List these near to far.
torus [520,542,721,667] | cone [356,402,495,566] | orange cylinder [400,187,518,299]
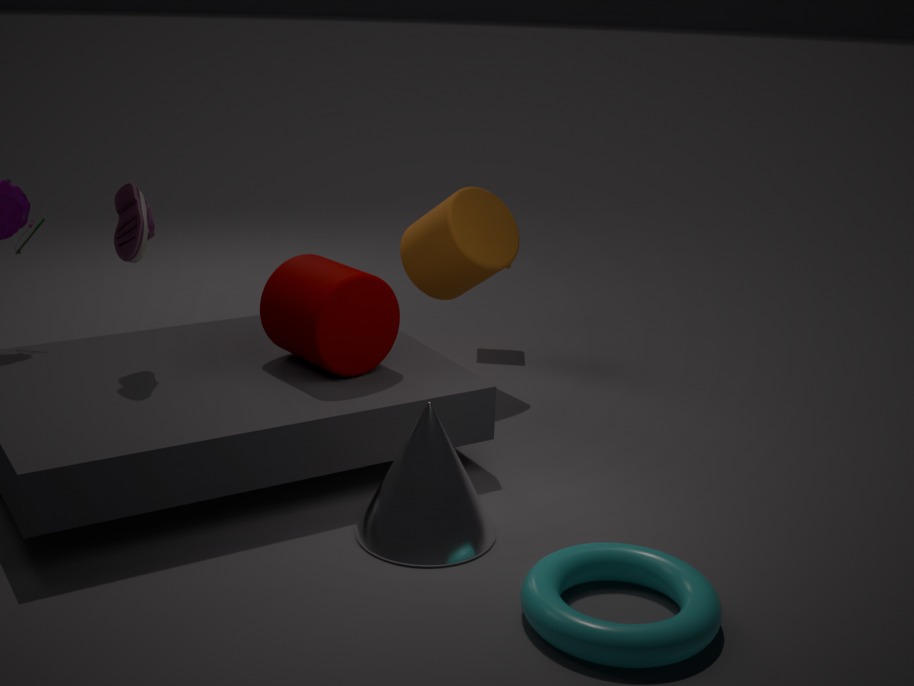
torus [520,542,721,667]
cone [356,402,495,566]
orange cylinder [400,187,518,299]
